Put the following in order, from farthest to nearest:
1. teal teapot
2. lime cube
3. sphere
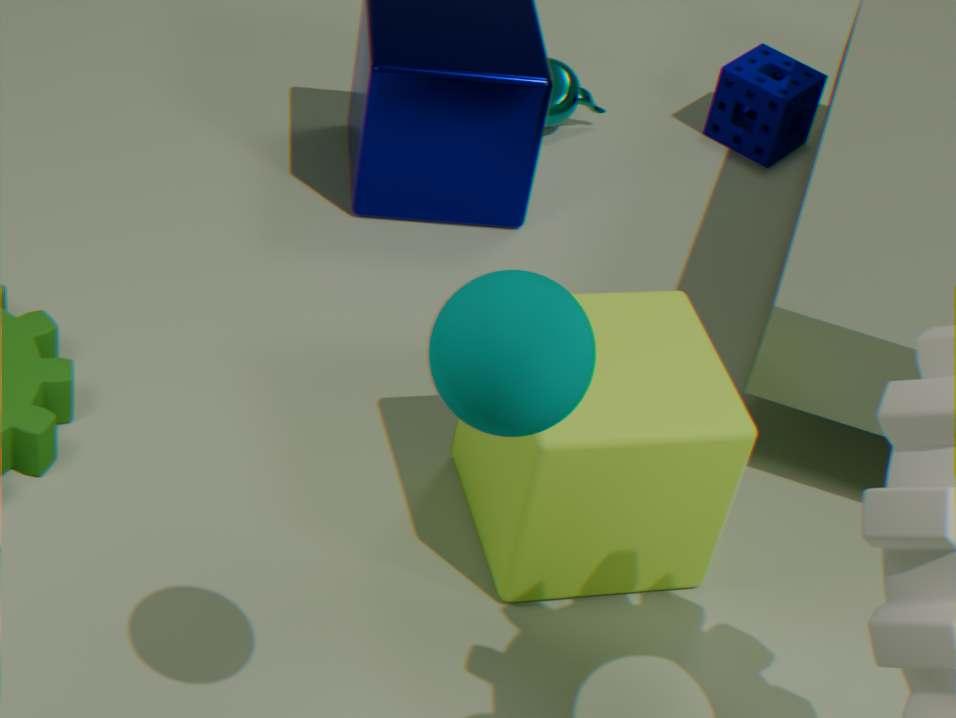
teal teapot < lime cube < sphere
